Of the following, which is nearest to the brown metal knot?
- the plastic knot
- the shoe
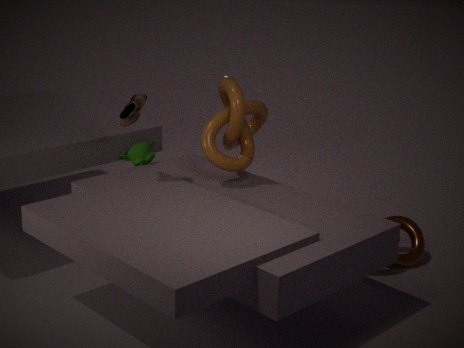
the plastic knot
